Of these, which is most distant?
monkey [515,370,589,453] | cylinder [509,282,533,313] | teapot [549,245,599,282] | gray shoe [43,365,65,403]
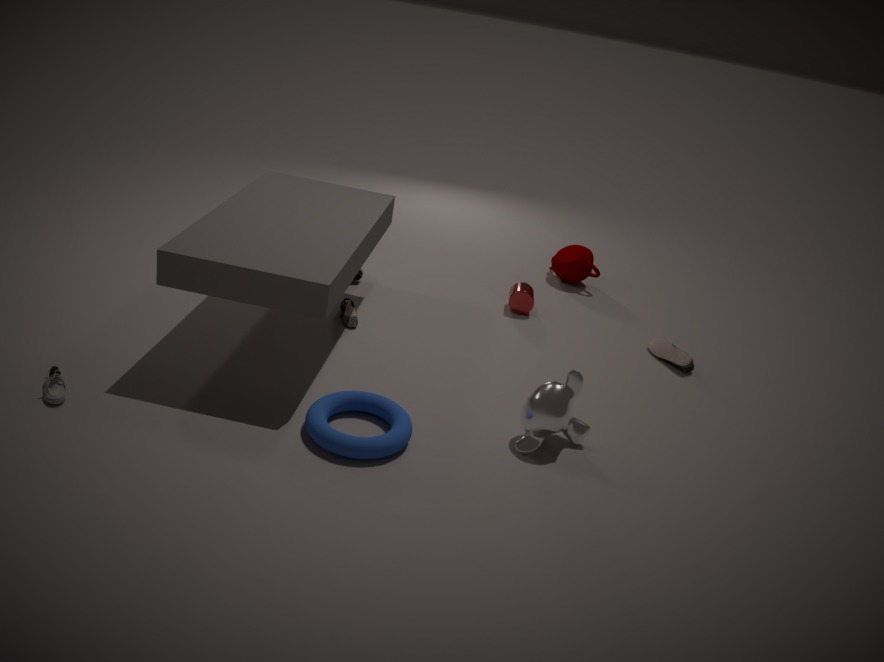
teapot [549,245,599,282]
